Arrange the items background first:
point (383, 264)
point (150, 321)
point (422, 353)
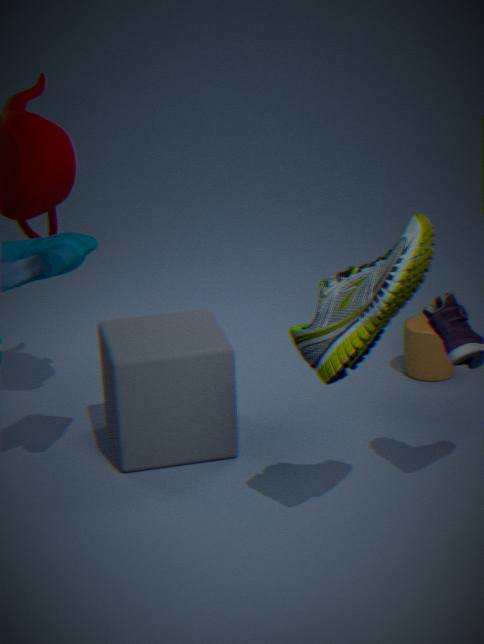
point (422, 353), point (150, 321), point (383, 264)
